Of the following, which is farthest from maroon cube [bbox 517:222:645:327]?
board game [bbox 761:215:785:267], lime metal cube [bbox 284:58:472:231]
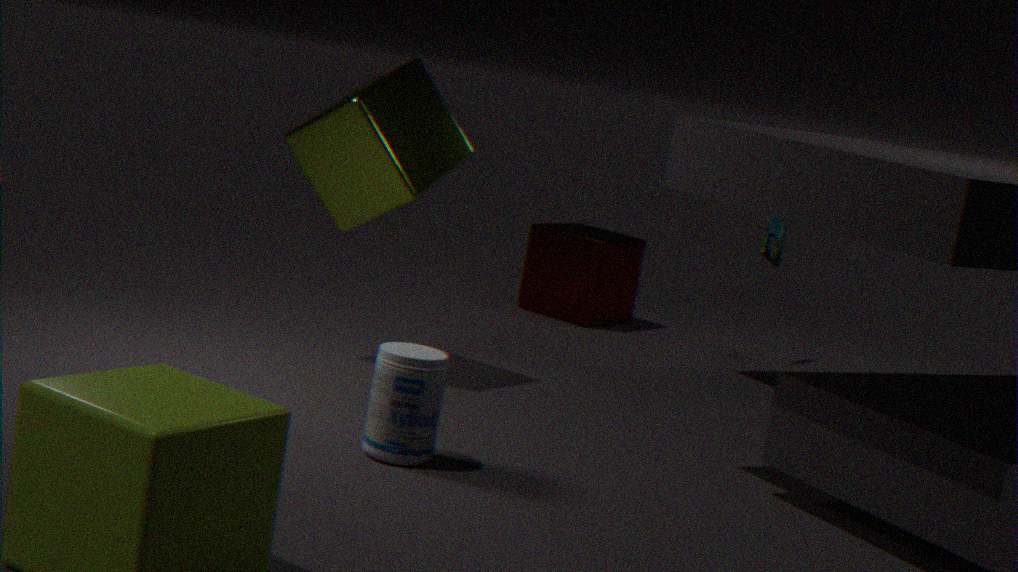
lime metal cube [bbox 284:58:472:231]
